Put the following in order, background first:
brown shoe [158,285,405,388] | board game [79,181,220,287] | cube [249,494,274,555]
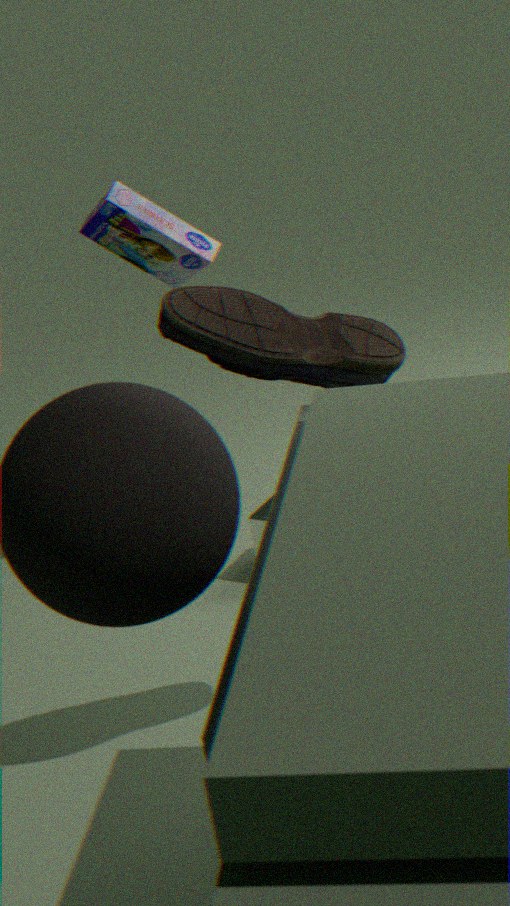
1. cube [249,494,274,555]
2. board game [79,181,220,287]
3. brown shoe [158,285,405,388]
